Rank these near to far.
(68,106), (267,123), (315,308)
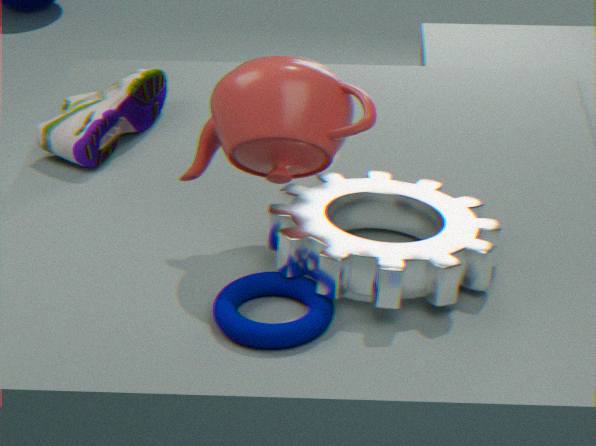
(315,308)
(267,123)
(68,106)
